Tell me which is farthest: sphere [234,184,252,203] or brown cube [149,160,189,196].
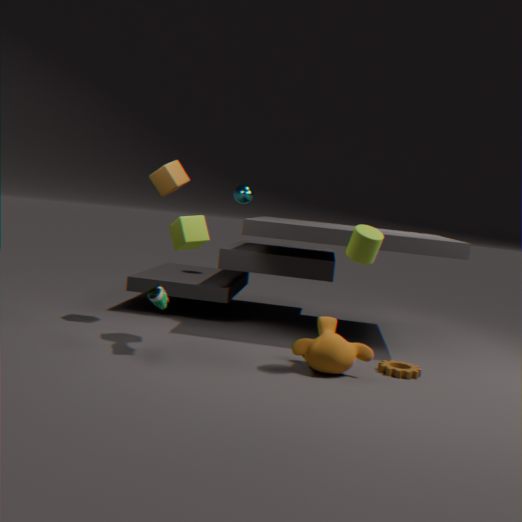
sphere [234,184,252,203]
